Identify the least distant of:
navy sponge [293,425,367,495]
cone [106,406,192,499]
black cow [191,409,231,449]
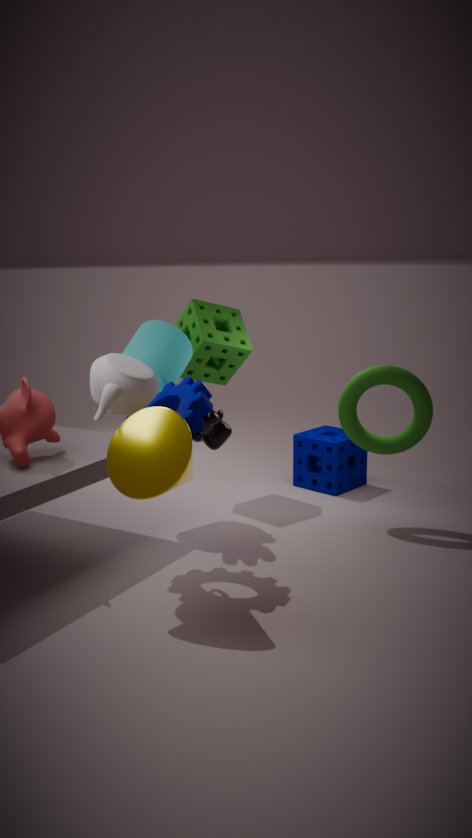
cone [106,406,192,499]
